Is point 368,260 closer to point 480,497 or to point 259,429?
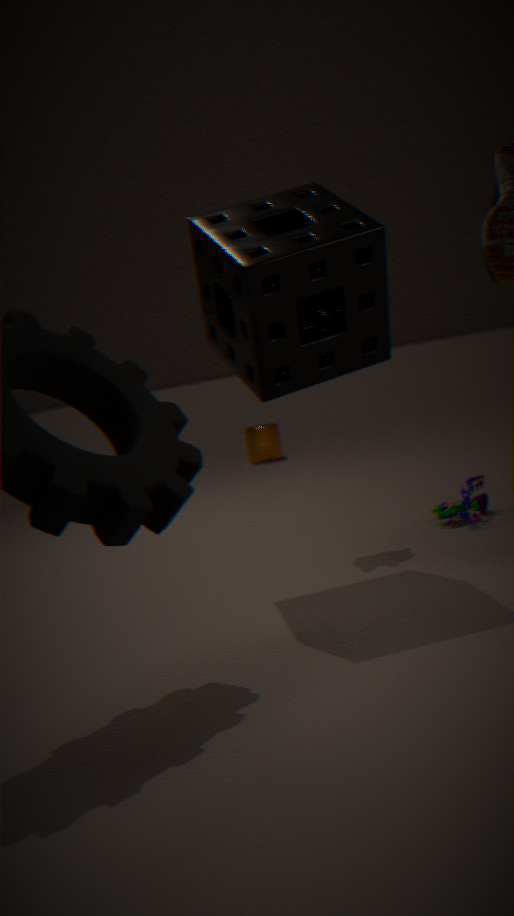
point 480,497
